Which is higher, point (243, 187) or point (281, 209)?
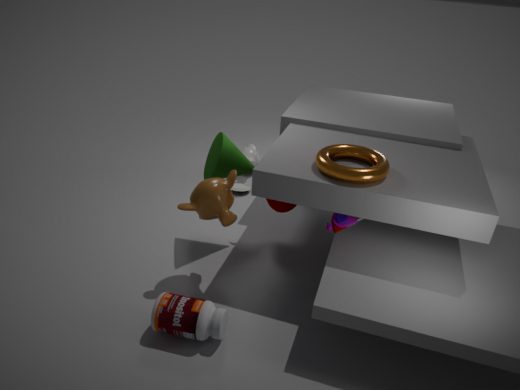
point (281, 209)
